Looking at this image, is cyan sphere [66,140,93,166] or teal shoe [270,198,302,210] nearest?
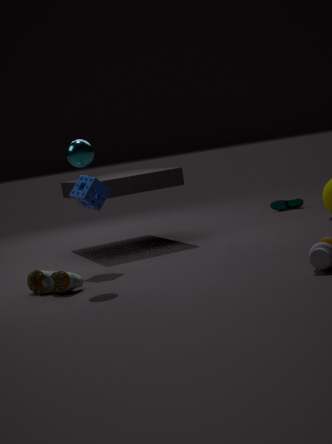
cyan sphere [66,140,93,166]
